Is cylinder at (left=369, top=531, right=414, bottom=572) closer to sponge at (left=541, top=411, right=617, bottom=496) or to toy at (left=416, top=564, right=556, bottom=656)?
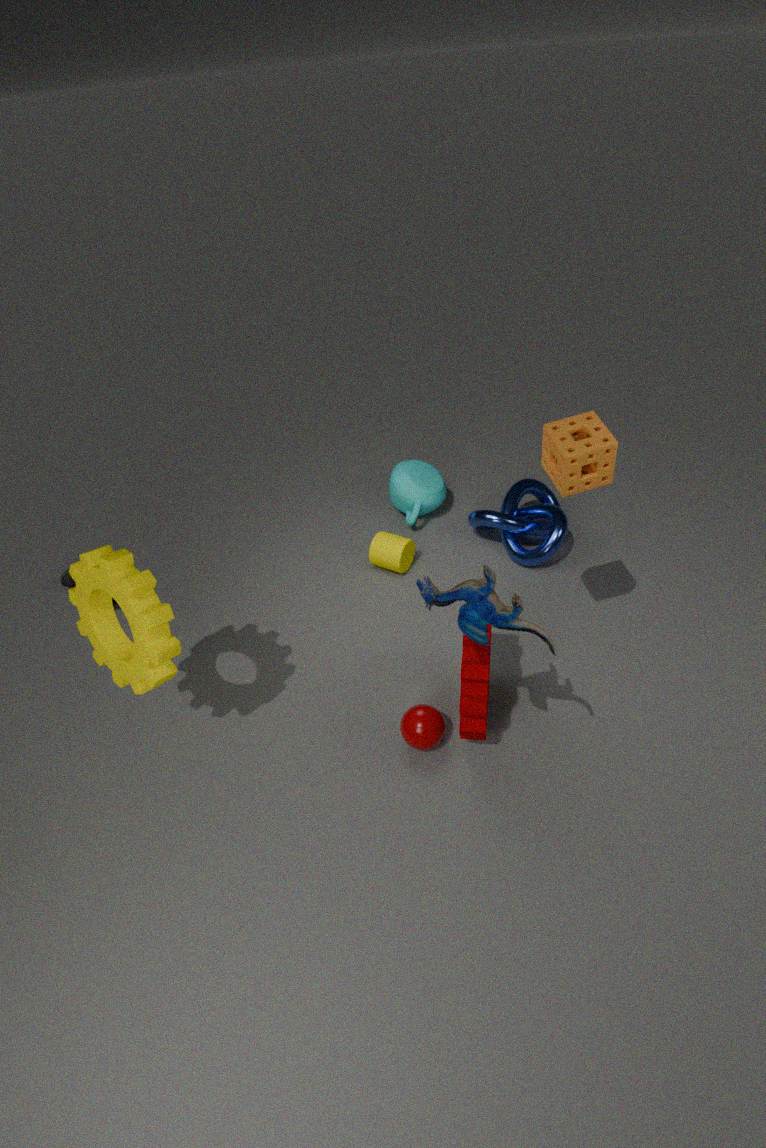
sponge at (left=541, top=411, right=617, bottom=496)
